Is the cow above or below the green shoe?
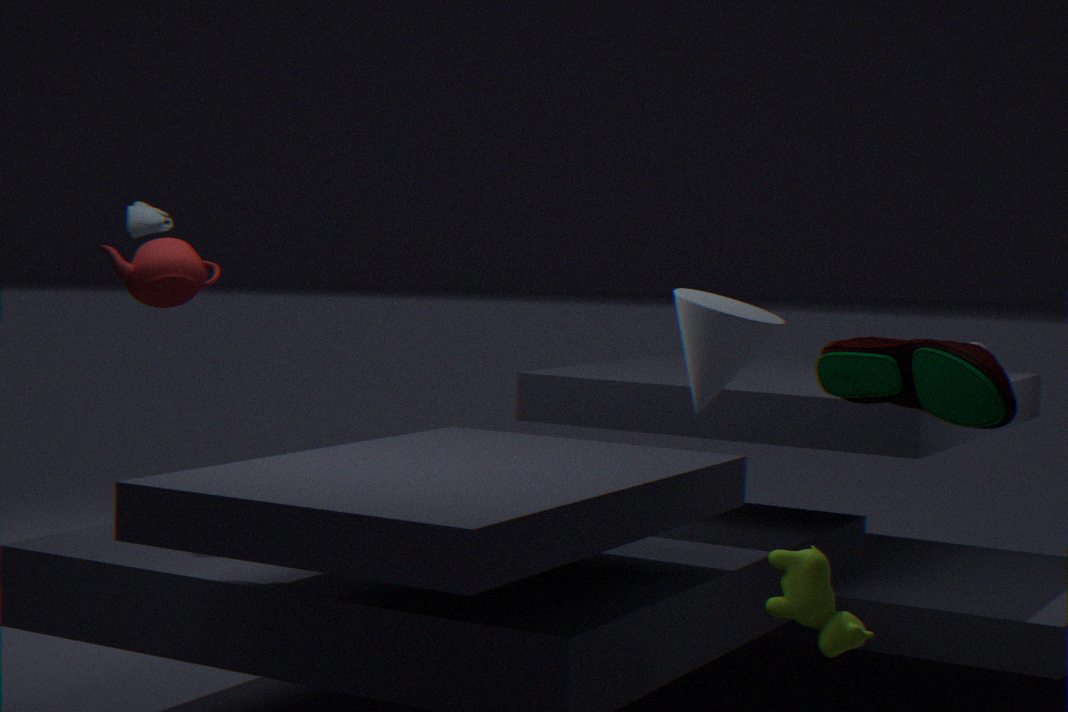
below
